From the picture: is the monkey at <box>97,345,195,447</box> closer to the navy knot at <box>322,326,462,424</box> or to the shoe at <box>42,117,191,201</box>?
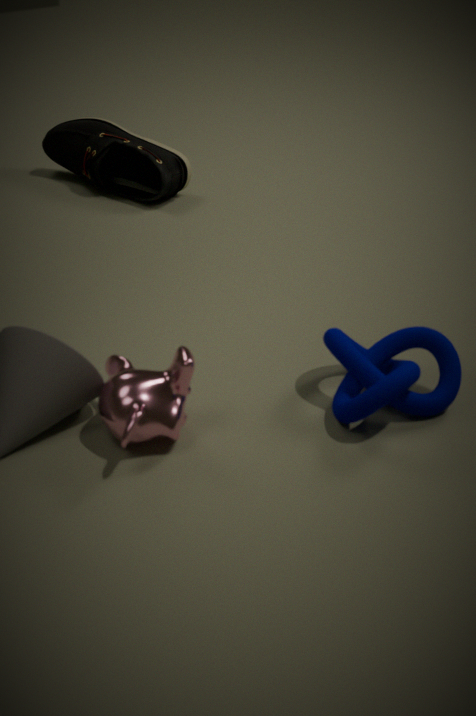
the navy knot at <box>322,326,462,424</box>
